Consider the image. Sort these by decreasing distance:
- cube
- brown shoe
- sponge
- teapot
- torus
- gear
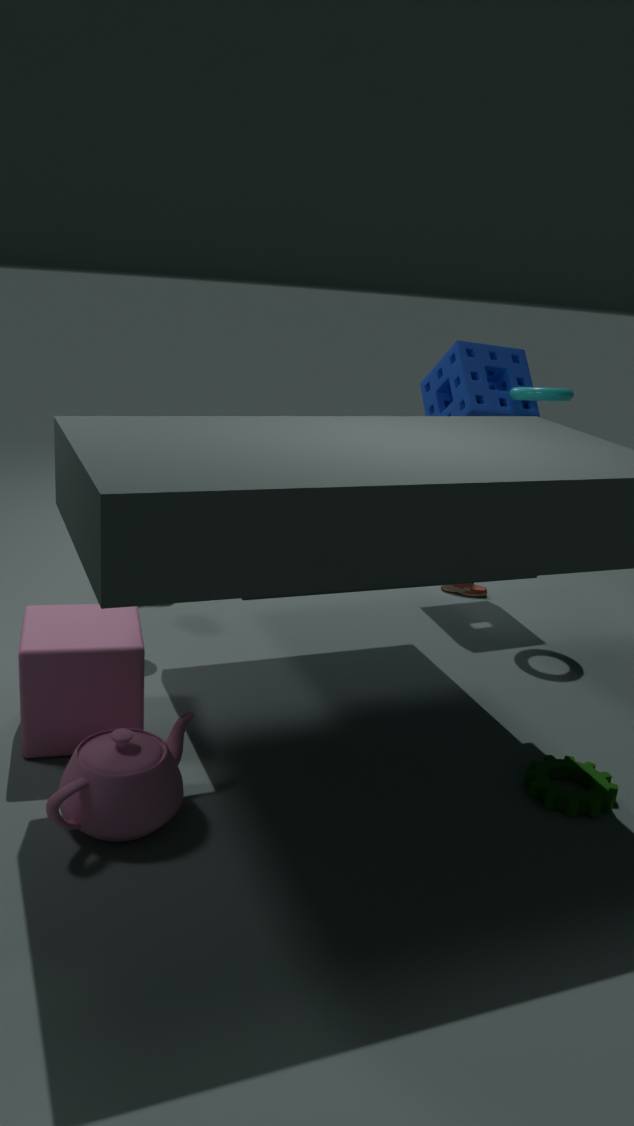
brown shoe, sponge, torus, gear, cube, teapot
